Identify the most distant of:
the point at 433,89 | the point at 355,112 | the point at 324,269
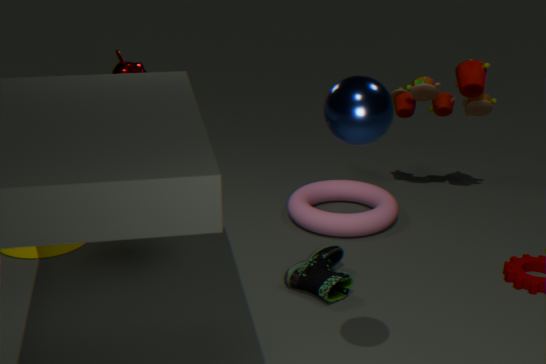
the point at 433,89
